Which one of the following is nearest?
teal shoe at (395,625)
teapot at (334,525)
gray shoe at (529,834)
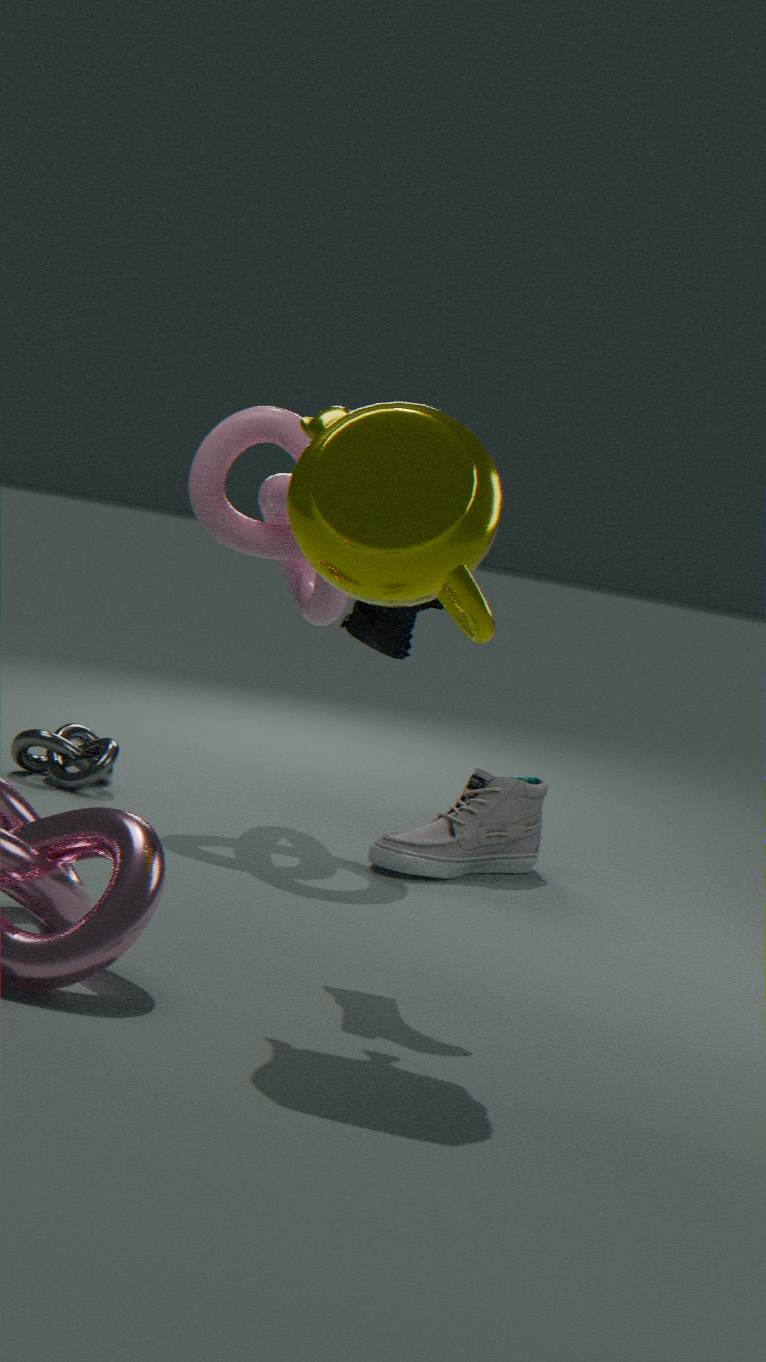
teapot at (334,525)
